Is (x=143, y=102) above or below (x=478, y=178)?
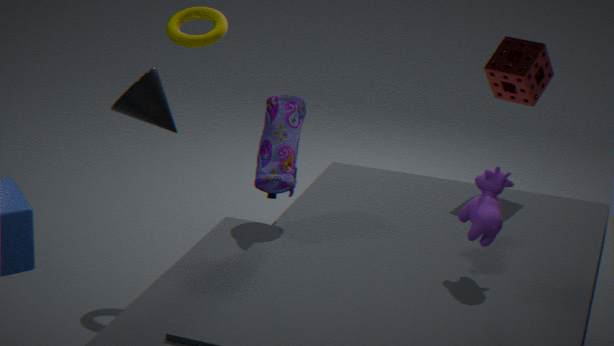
above
